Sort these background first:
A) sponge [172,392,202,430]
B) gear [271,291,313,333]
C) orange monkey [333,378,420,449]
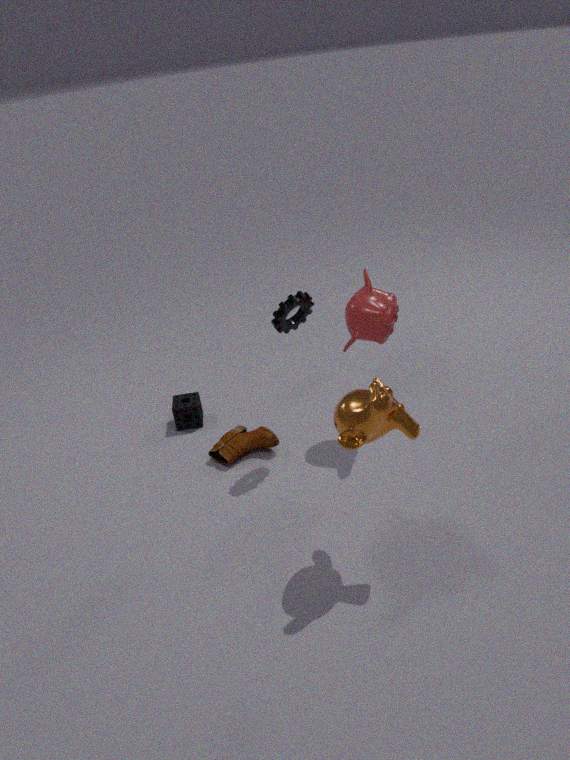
sponge [172,392,202,430] → gear [271,291,313,333] → orange monkey [333,378,420,449]
